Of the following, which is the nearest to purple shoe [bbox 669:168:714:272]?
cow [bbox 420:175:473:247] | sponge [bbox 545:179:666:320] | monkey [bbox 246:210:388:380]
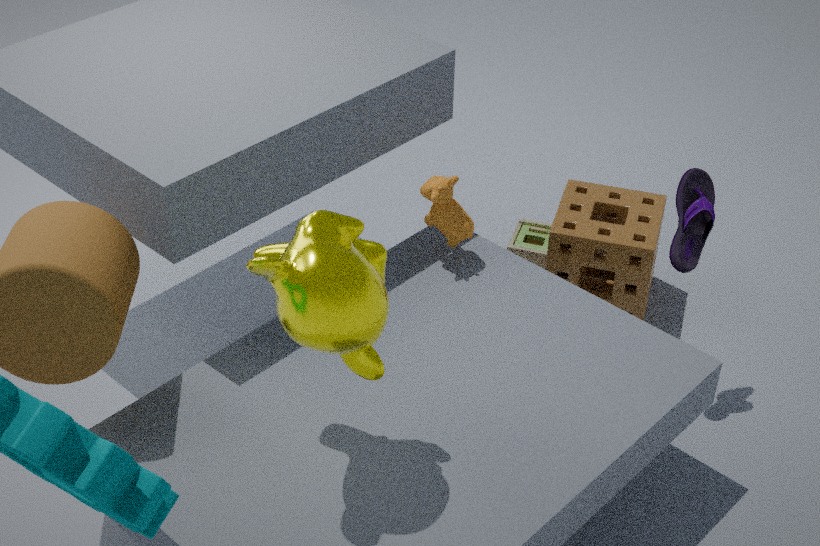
sponge [bbox 545:179:666:320]
